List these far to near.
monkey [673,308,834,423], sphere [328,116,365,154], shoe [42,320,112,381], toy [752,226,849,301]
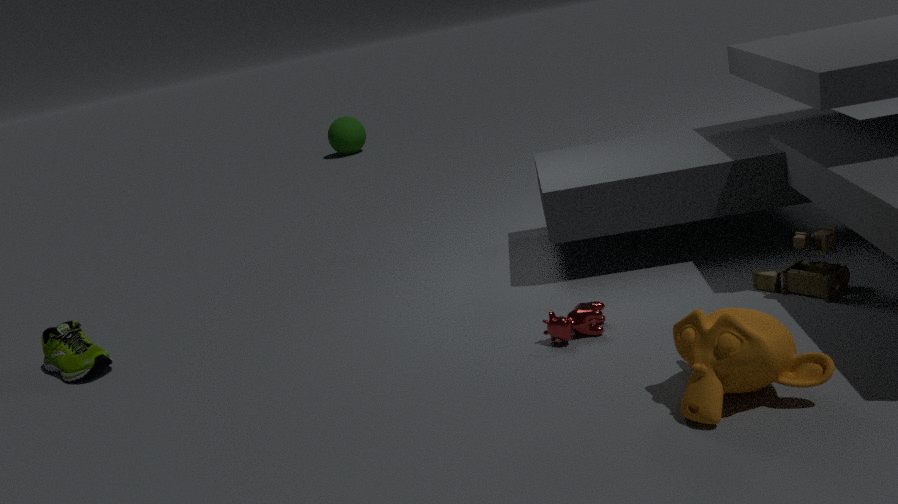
1. sphere [328,116,365,154]
2. shoe [42,320,112,381]
3. toy [752,226,849,301]
4. monkey [673,308,834,423]
